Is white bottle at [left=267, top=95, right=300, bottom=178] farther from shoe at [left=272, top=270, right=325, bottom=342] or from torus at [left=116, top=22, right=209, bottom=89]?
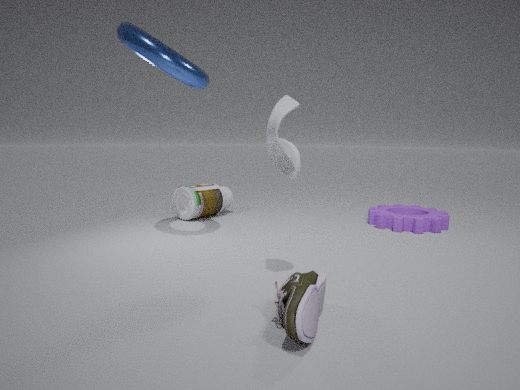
torus at [left=116, top=22, right=209, bottom=89]
